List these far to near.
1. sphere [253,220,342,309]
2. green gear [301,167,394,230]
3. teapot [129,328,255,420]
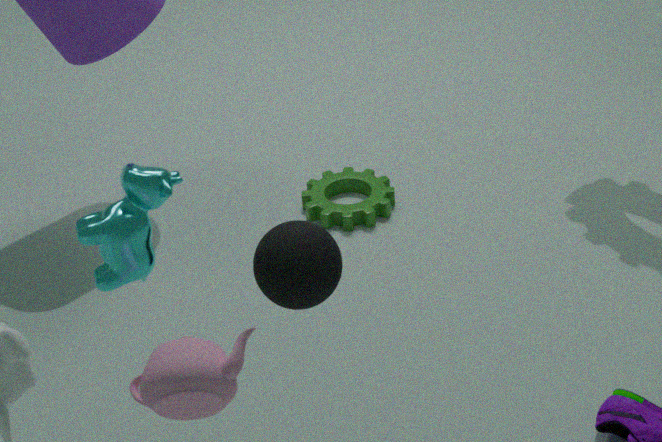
1. green gear [301,167,394,230]
2. sphere [253,220,342,309]
3. teapot [129,328,255,420]
